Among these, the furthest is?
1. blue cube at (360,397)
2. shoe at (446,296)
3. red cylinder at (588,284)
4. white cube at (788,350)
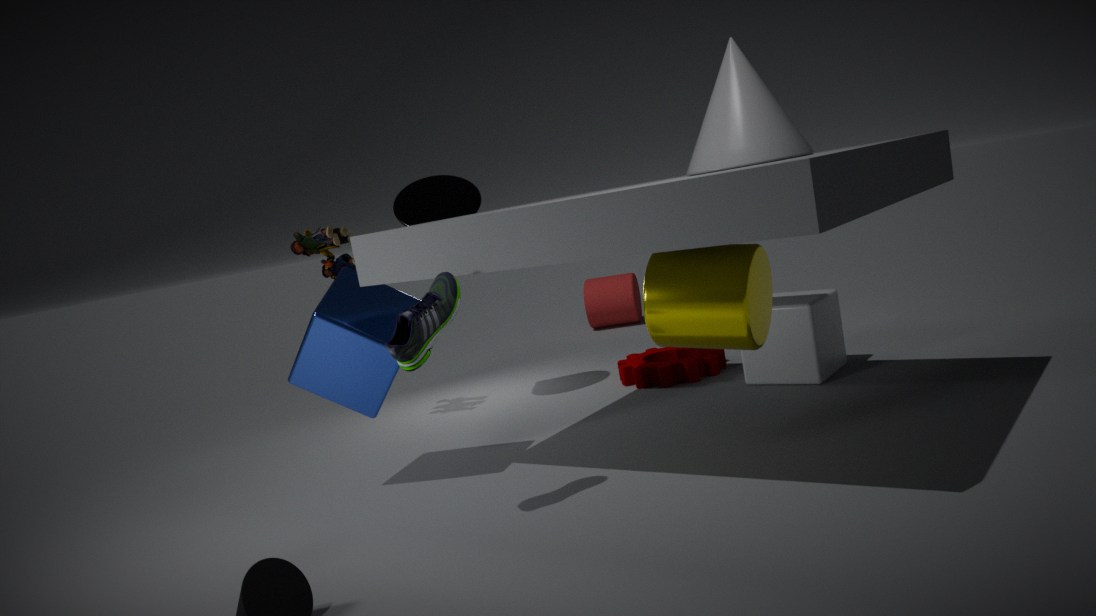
red cylinder at (588,284)
